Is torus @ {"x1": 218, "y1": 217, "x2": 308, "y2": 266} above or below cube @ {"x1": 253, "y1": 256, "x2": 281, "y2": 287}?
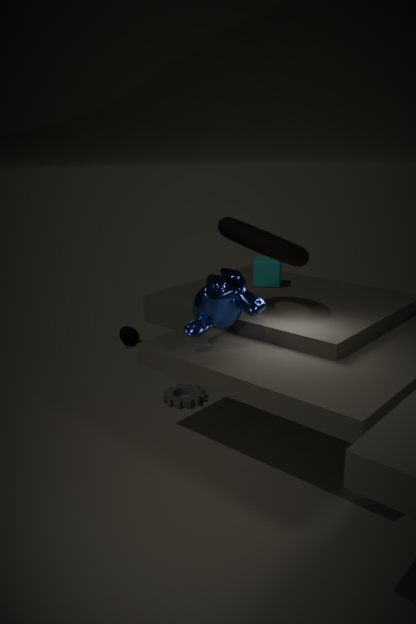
above
